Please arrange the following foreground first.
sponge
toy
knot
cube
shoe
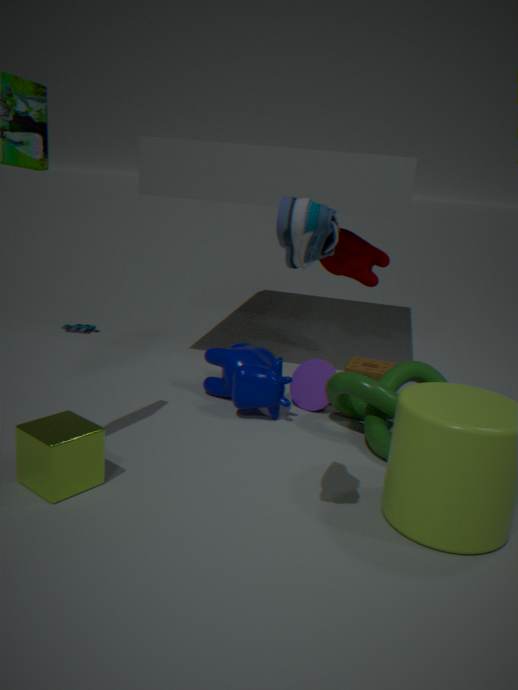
1. shoe
2. cube
3. knot
4. sponge
5. toy
